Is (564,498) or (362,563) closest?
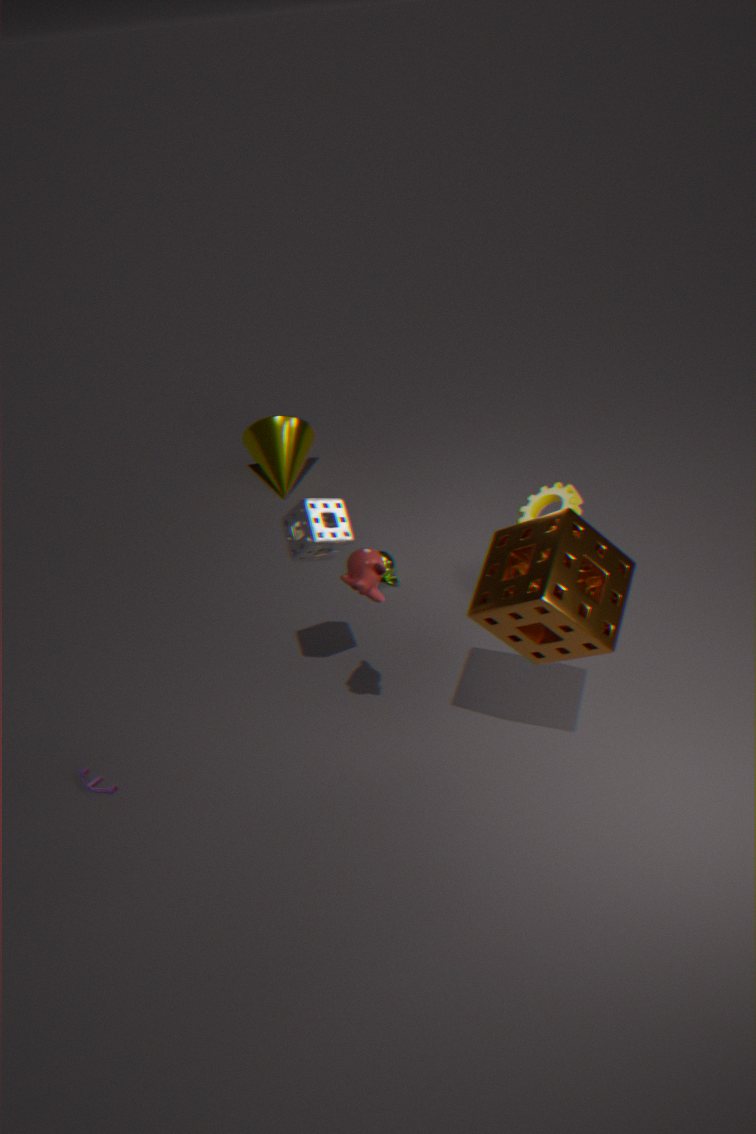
(362,563)
